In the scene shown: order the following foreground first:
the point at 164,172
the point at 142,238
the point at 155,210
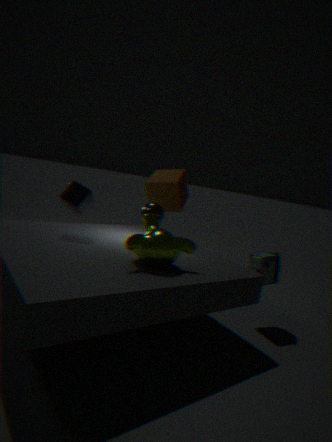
1. the point at 142,238
2. the point at 155,210
3. the point at 164,172
